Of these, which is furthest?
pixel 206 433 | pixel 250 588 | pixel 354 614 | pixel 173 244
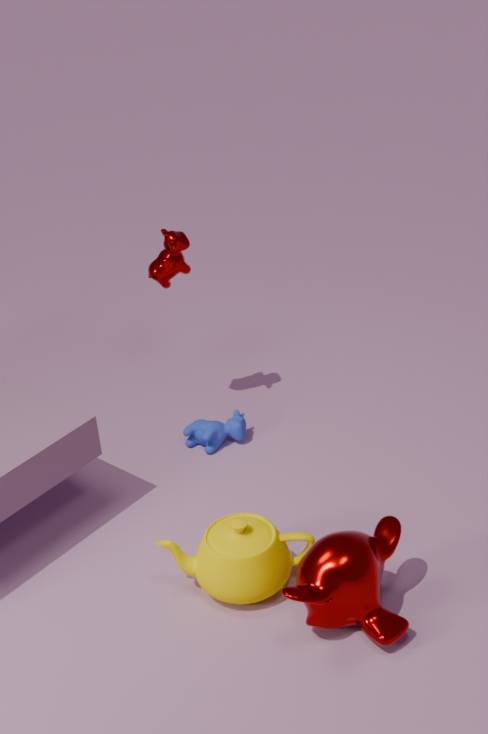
pixel 206 433
